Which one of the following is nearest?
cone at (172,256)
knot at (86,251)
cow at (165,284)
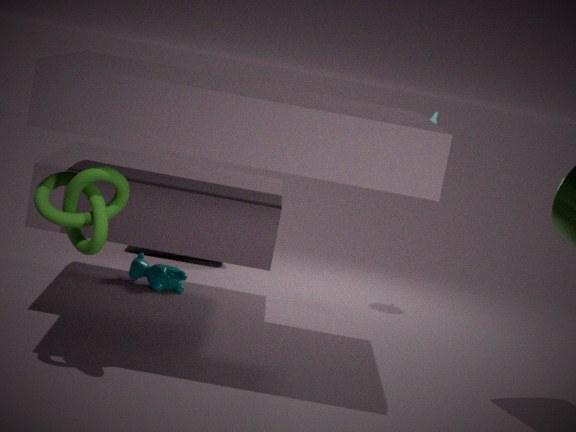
knot at (86,251)
